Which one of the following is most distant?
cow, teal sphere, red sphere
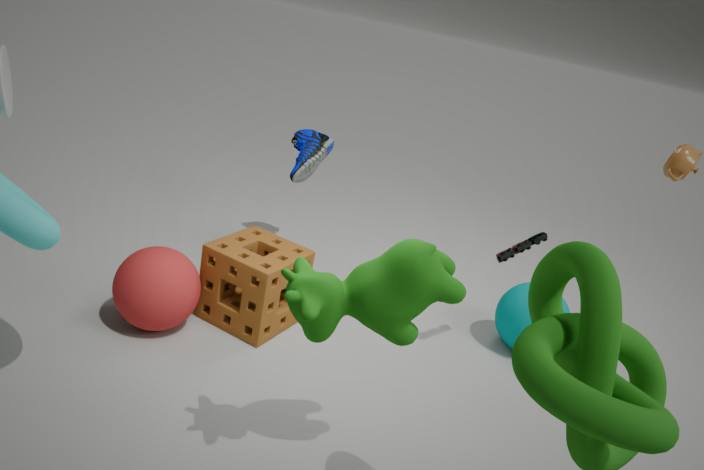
teal sphere
